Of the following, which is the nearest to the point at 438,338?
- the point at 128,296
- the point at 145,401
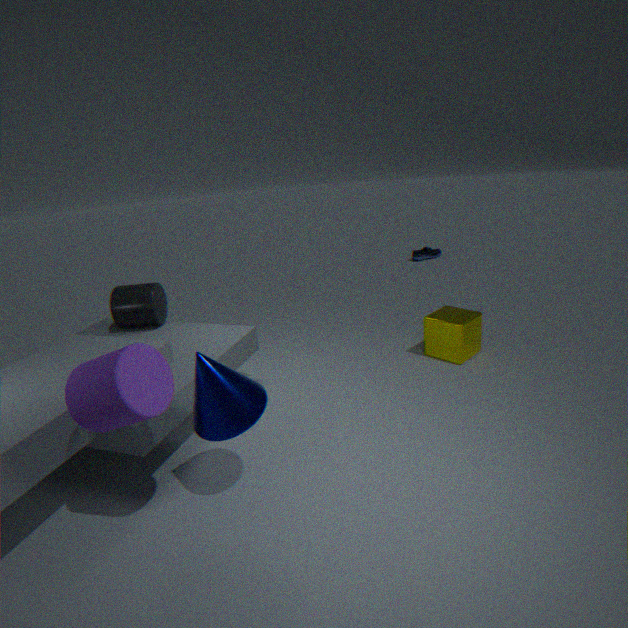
the point at 128,296
